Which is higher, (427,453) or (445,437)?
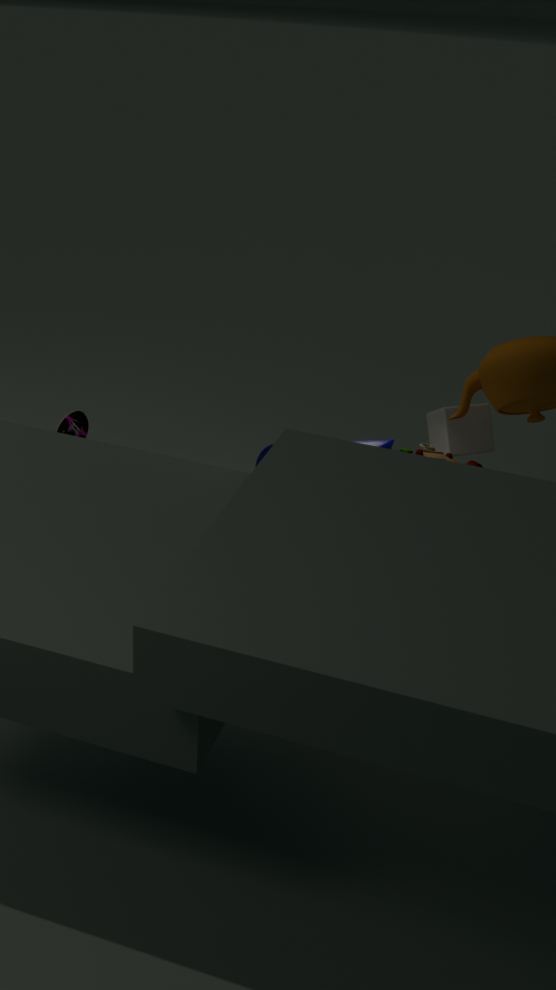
(427,453)
